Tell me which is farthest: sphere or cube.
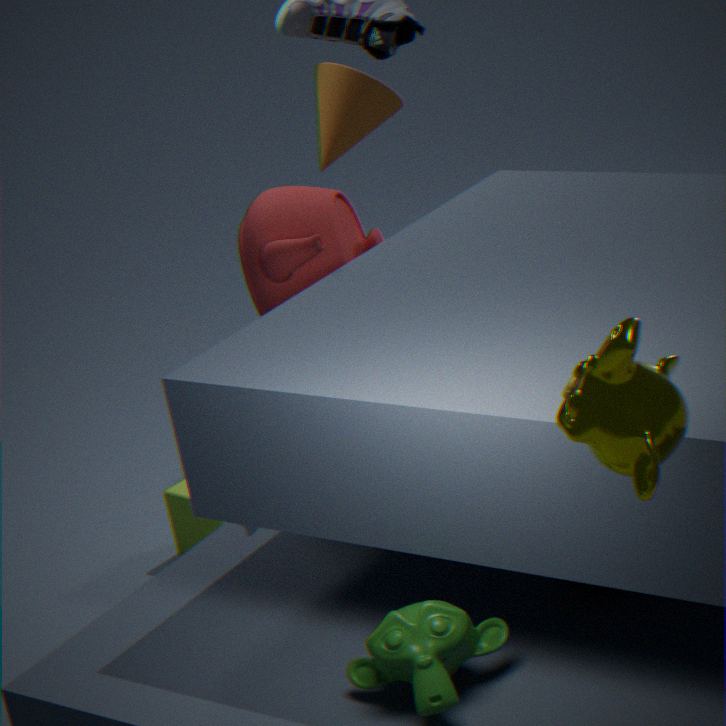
cube
